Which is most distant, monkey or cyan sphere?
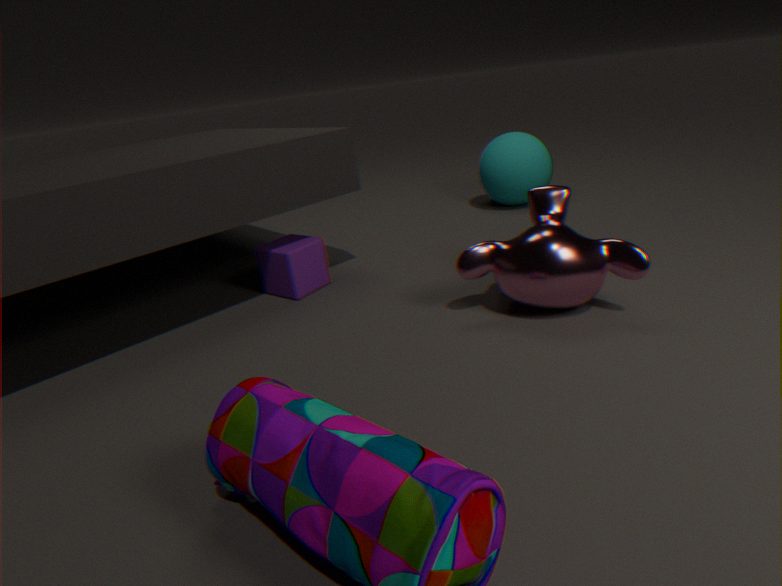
cyan sphere
